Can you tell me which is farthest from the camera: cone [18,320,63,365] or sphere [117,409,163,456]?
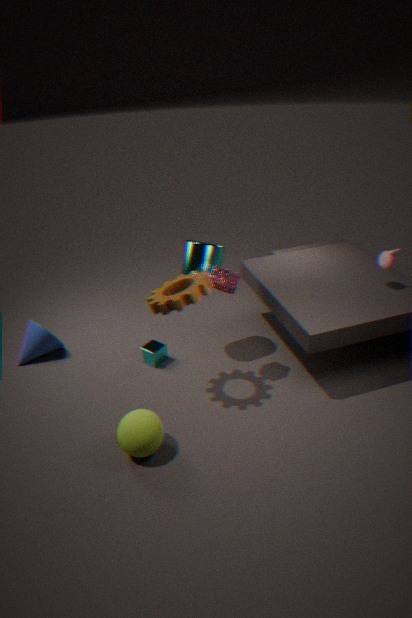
cone [18,320,63,365]
